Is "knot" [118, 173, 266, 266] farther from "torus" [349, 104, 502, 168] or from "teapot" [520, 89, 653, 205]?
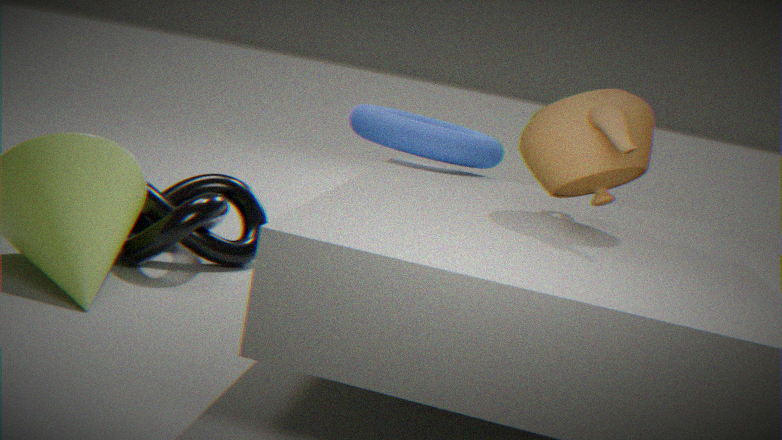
"teapot" [520, 89, 653, 205]
